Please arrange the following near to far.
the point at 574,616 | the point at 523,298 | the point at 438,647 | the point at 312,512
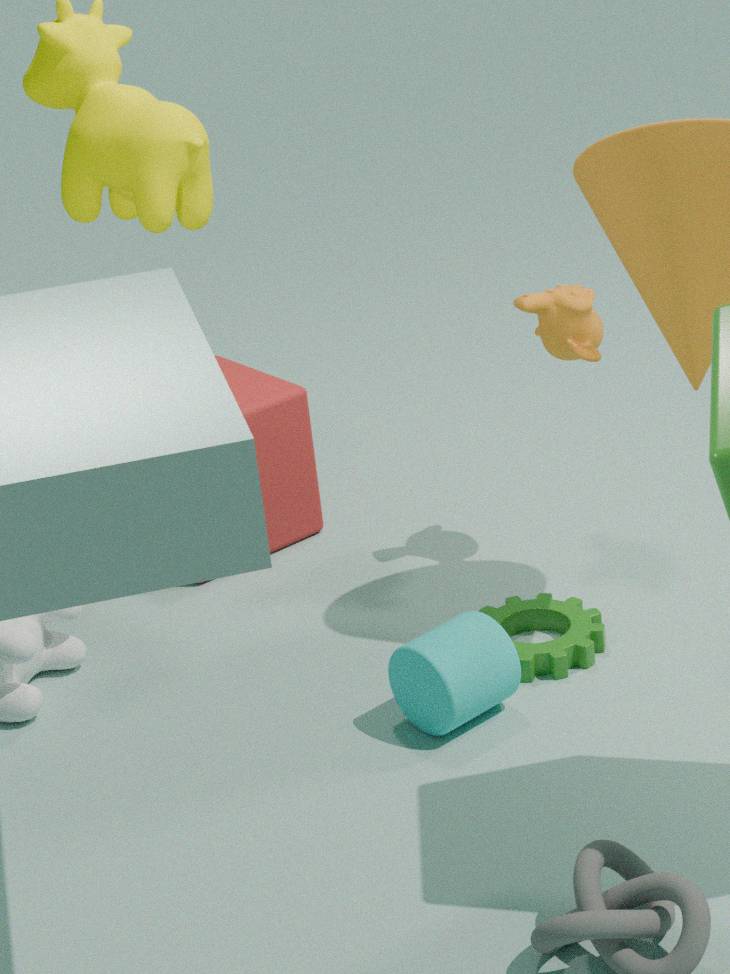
the point at 438,647 < the point at 574,616 < the point at 523,298 < the point at 312,512
